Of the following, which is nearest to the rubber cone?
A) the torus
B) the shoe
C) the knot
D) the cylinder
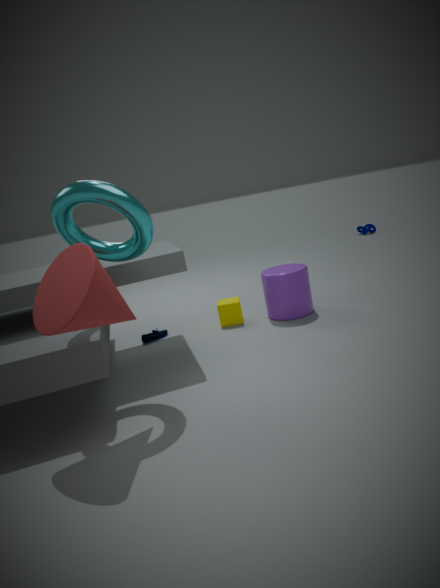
the torus
